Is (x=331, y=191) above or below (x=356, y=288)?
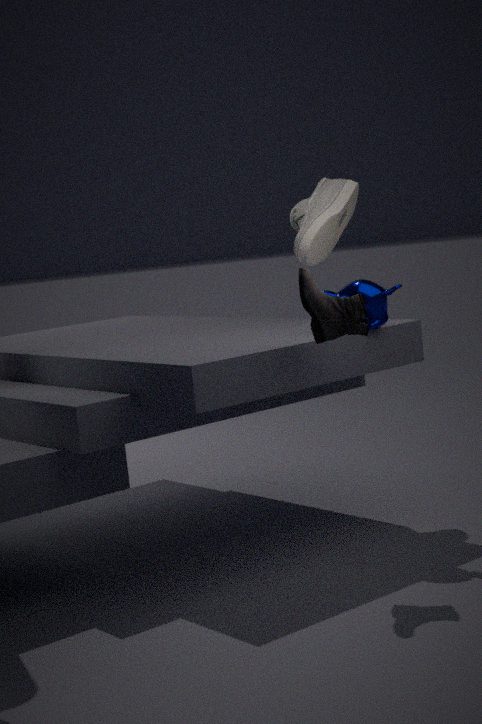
above
